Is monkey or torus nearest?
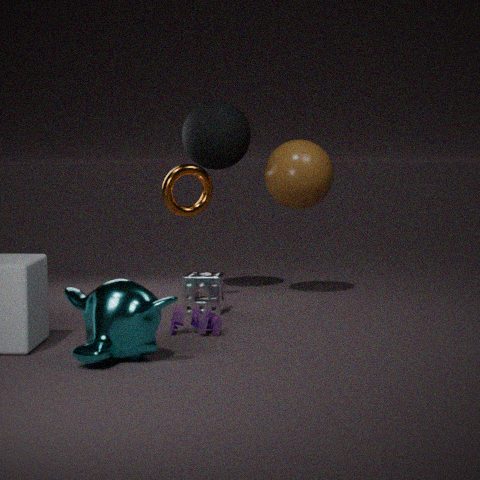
monkey
